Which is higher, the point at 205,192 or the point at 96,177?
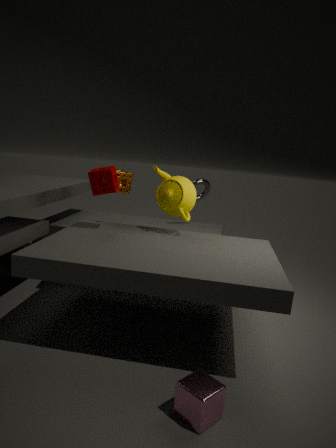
the point at 96,177
